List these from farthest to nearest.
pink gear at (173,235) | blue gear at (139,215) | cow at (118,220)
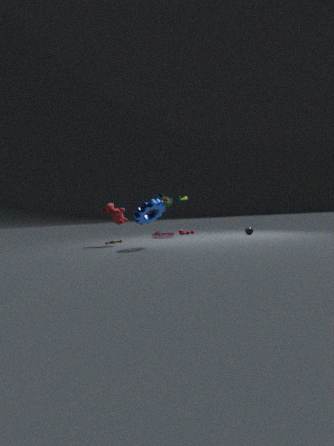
pink gear at (173,235)
cow at (118,220)
blue gear at (139,215)
